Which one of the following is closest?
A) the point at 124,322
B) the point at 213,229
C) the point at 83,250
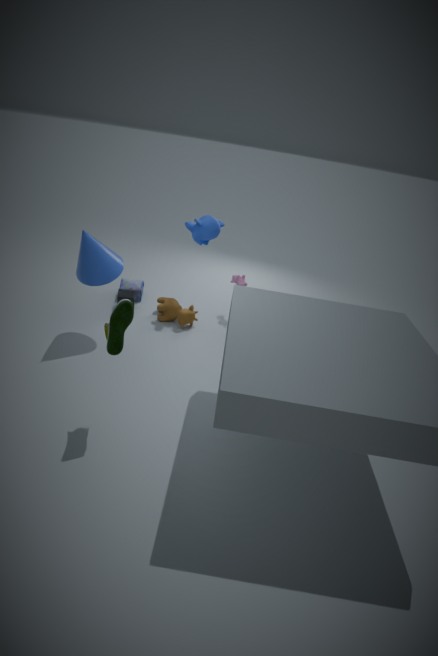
the point at 124,322
